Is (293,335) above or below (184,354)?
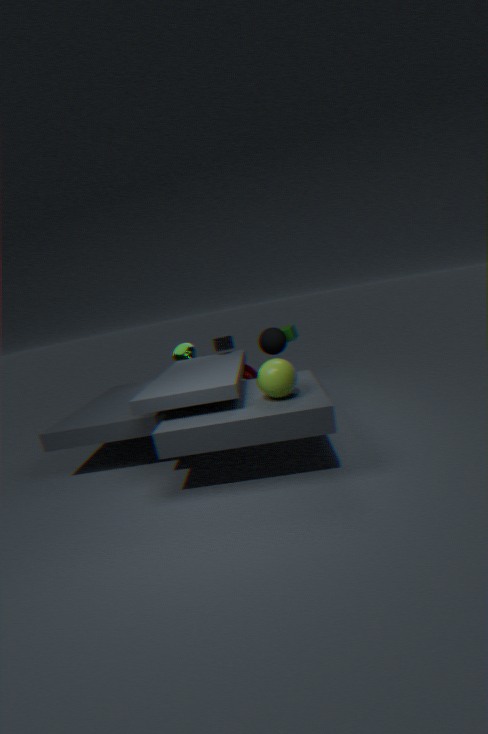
above
